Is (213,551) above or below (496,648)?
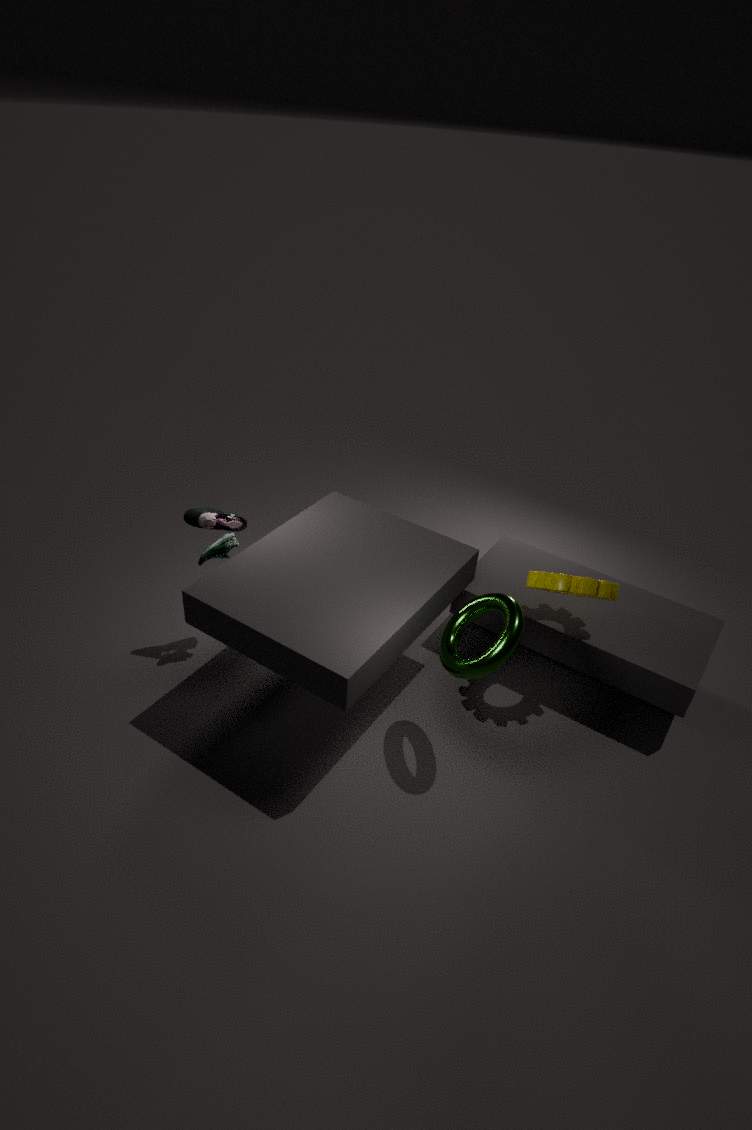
below
